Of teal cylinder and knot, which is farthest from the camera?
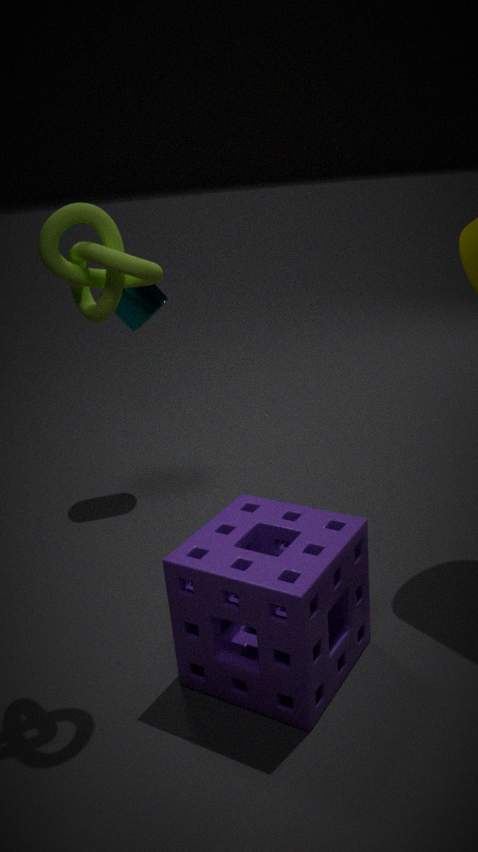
teal cylinder
